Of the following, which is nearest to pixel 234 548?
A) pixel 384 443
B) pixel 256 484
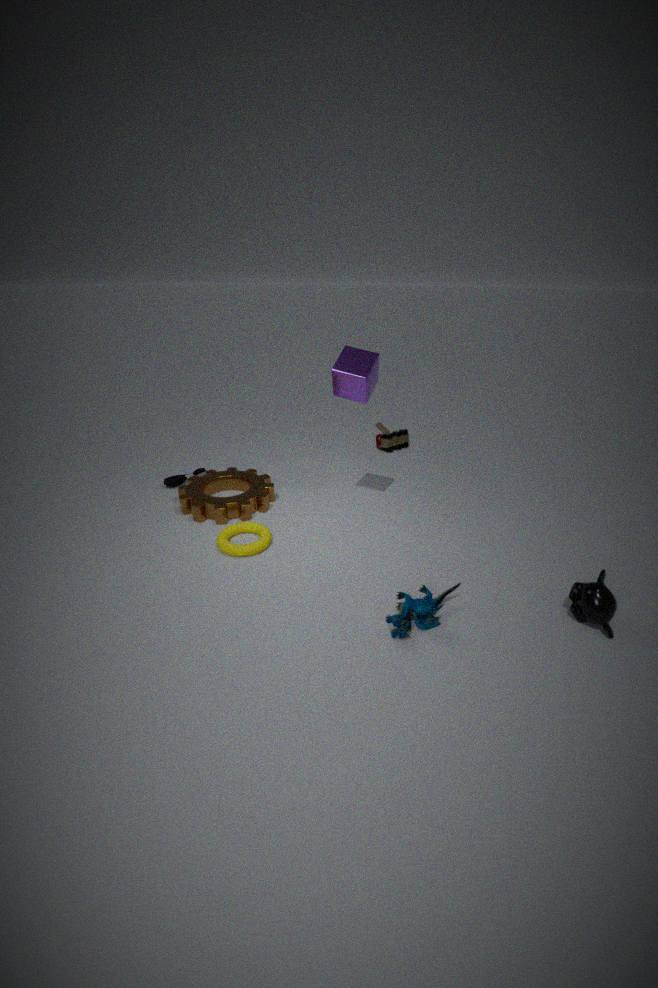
pixel 256 484
